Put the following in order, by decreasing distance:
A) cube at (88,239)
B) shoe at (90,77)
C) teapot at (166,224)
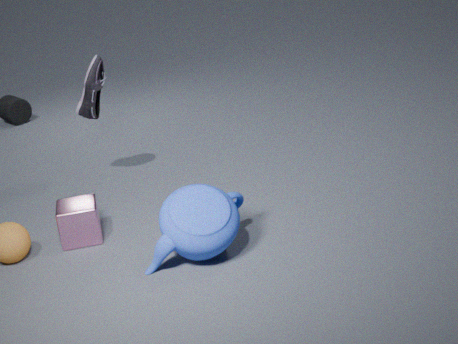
1. shoe at (90,77)
2. cube at (88,239)
3. teapot at (166,224)
